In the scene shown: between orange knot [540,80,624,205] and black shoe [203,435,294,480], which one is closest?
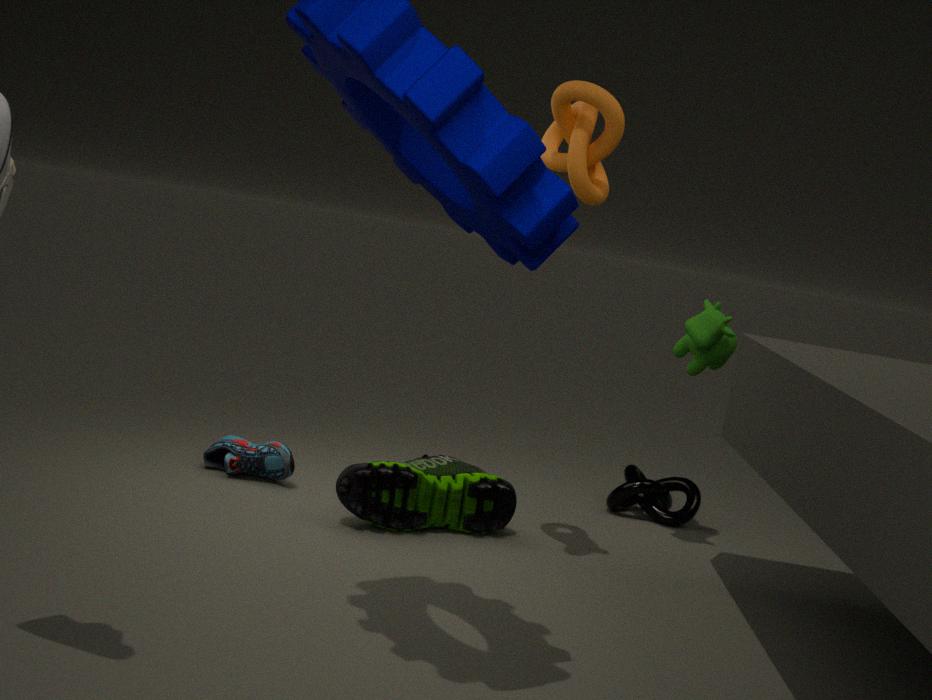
orange knot [540,80,624,205]
